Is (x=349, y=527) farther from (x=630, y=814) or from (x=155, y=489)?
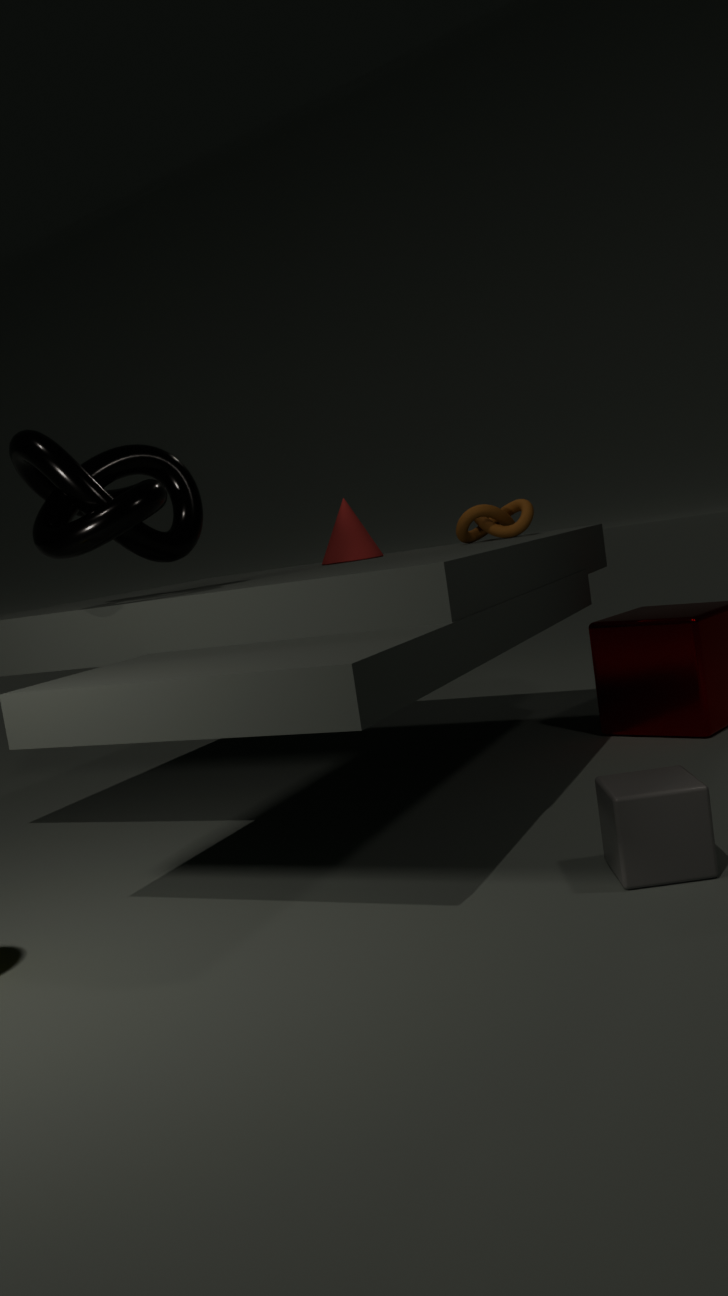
(x=630, y=814)
